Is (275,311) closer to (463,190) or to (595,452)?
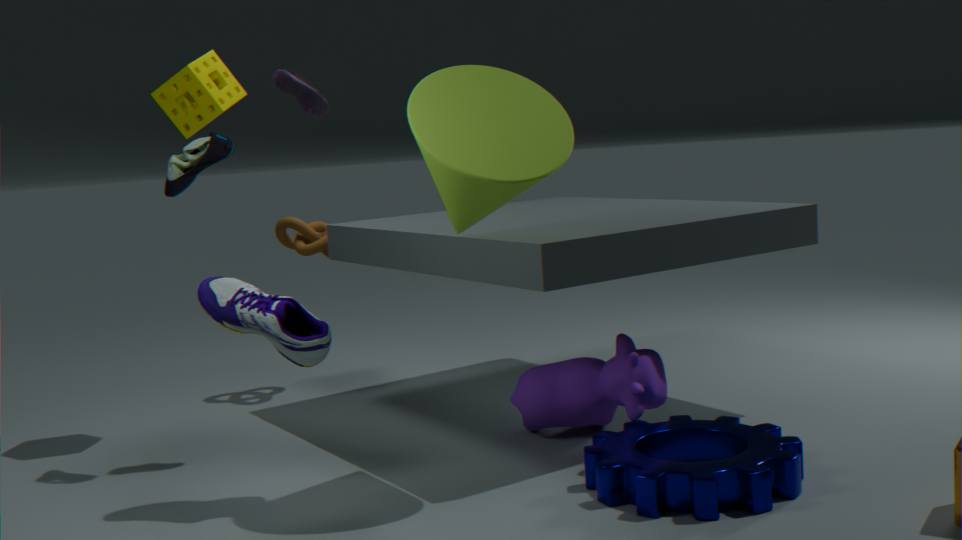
Answer: (463,190)
